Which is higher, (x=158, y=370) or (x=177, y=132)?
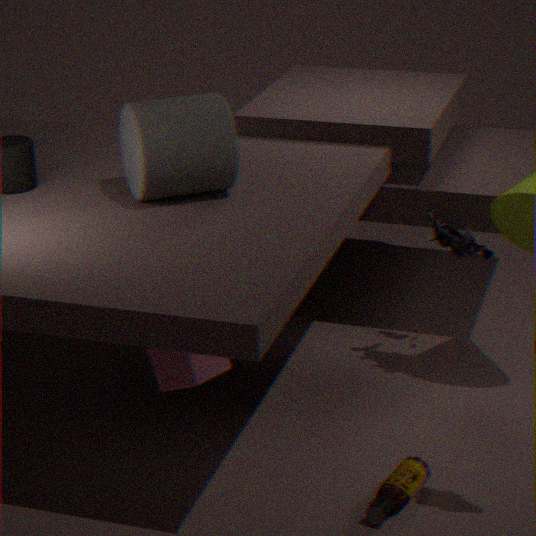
(x=177, y=132)
